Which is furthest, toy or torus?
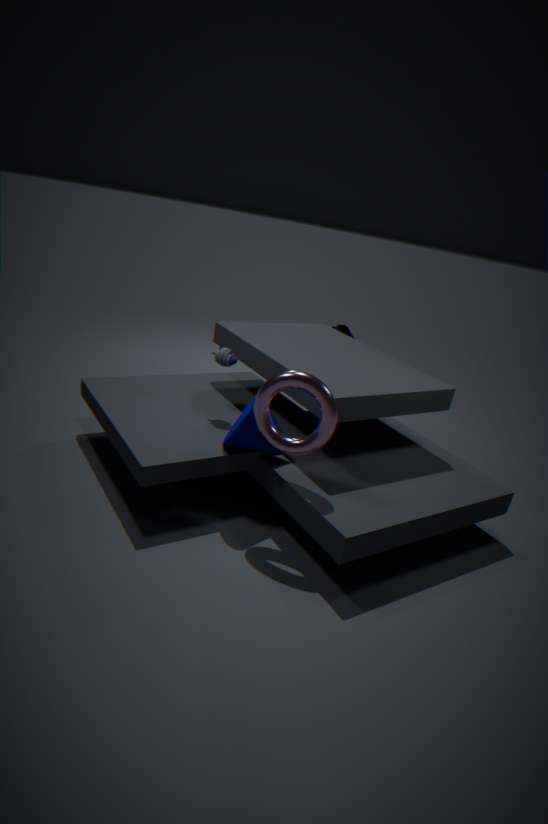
toy
